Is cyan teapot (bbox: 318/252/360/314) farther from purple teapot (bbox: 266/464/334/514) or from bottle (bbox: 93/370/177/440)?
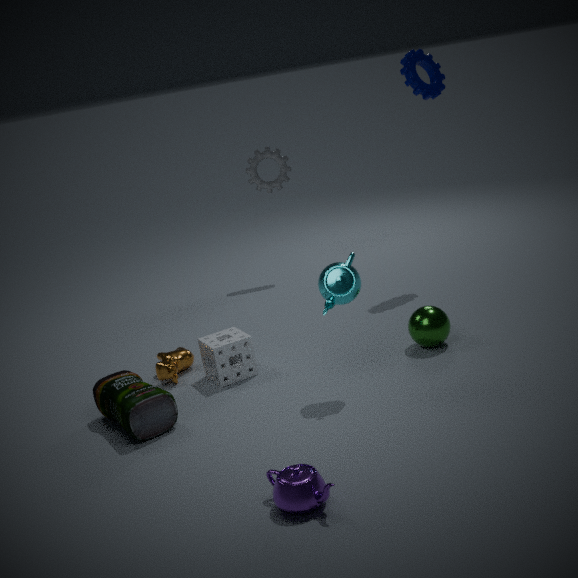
purple teapot (bbox: 266/464/334/514)
